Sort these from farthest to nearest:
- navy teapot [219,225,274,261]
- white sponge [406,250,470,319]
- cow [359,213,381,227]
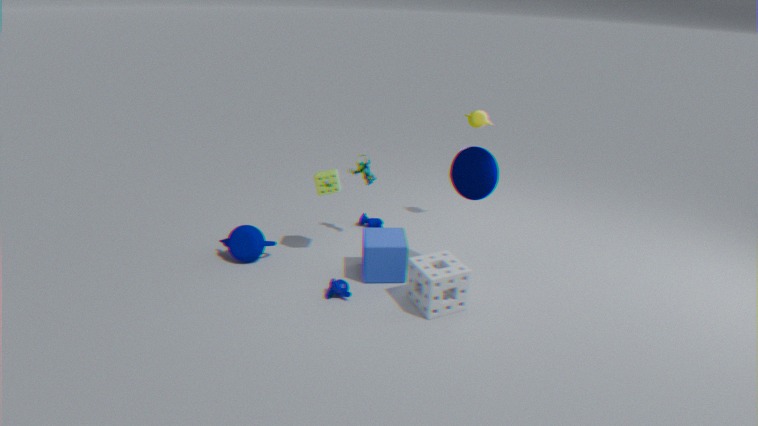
cow [359,213,381,227] → navy teapot [219,225,274,261] → white sponge [406,250,470,319]
